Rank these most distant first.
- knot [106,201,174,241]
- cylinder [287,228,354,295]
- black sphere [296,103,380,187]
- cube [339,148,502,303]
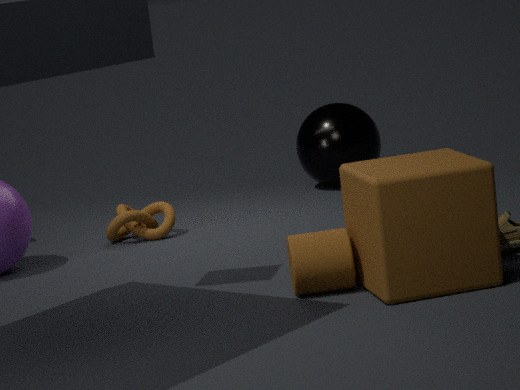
1. black sphere [296,103,380,187]
2. knot [106,201,174,241]
3. cylinder [287,228,354,295]
4. cube [339,148,502,303]
